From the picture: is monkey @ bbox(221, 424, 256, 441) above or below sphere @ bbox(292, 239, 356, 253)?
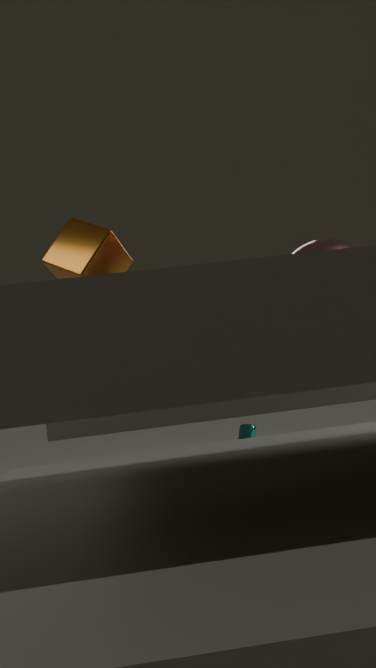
below
